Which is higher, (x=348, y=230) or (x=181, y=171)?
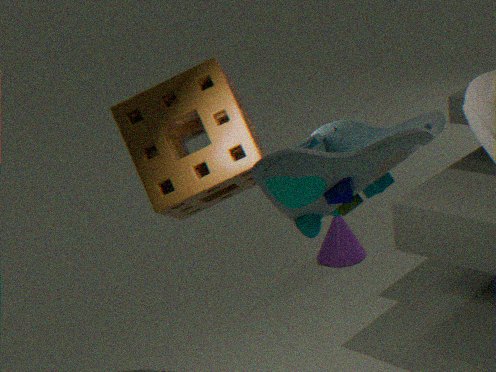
(x=181, y=171)
